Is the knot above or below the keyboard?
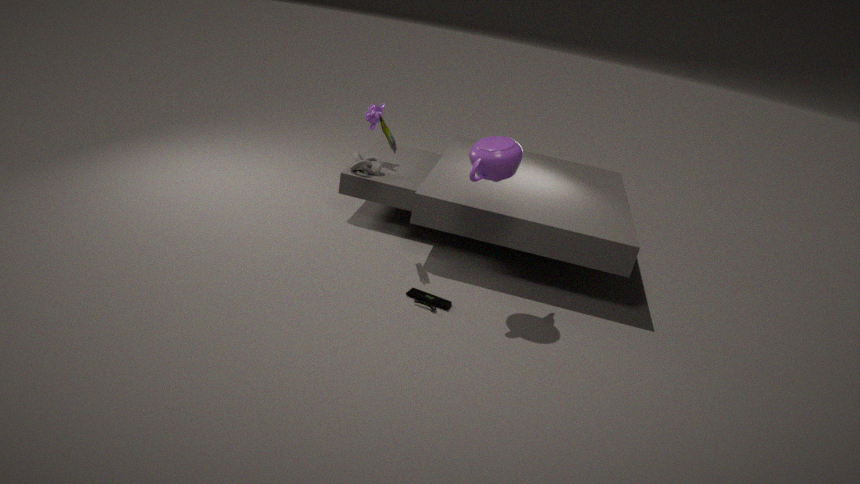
above
